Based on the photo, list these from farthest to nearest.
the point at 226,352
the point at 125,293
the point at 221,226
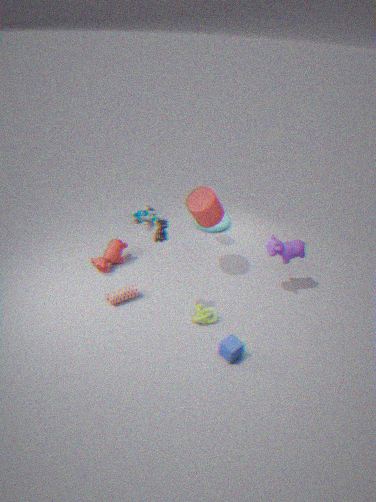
the point at 221,226
the point at 125,293
the point at 226,352
